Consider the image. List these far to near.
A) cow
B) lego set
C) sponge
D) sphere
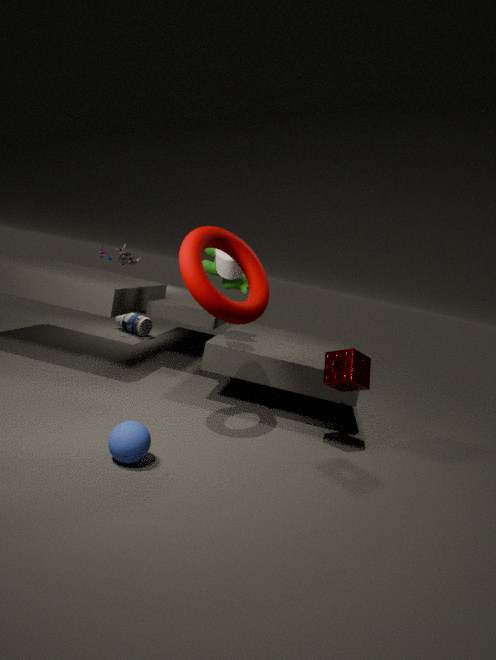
1. lego set
2. cow
3. sponge
4. sphere
